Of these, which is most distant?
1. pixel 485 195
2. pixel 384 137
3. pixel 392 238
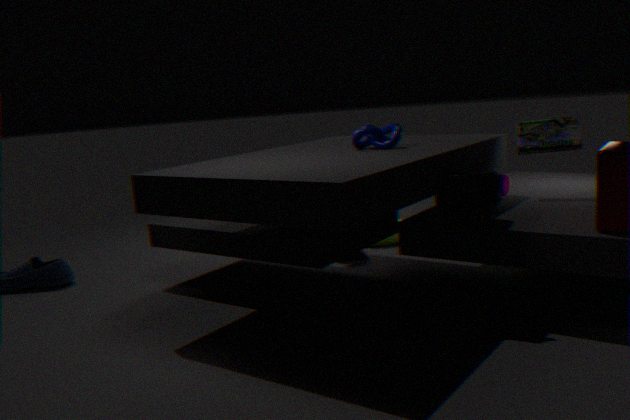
pixel 392 238
